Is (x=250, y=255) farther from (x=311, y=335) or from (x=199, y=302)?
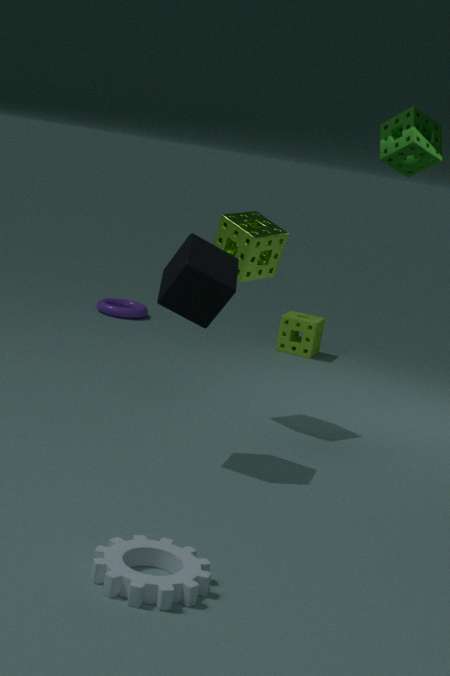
(x=311, y=335)
